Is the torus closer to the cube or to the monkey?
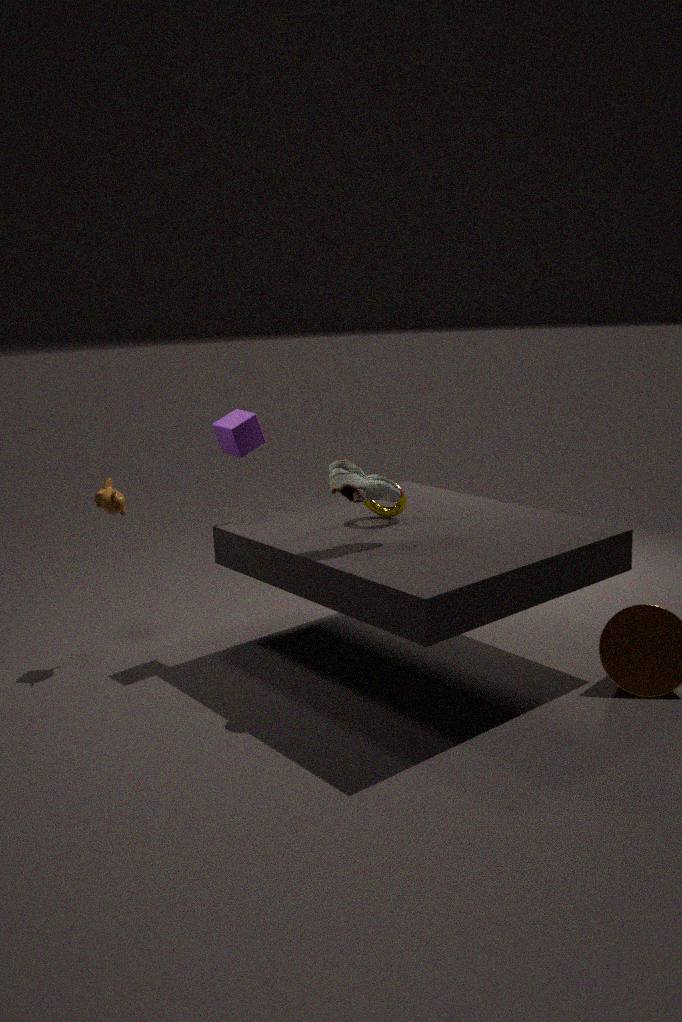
the cube
